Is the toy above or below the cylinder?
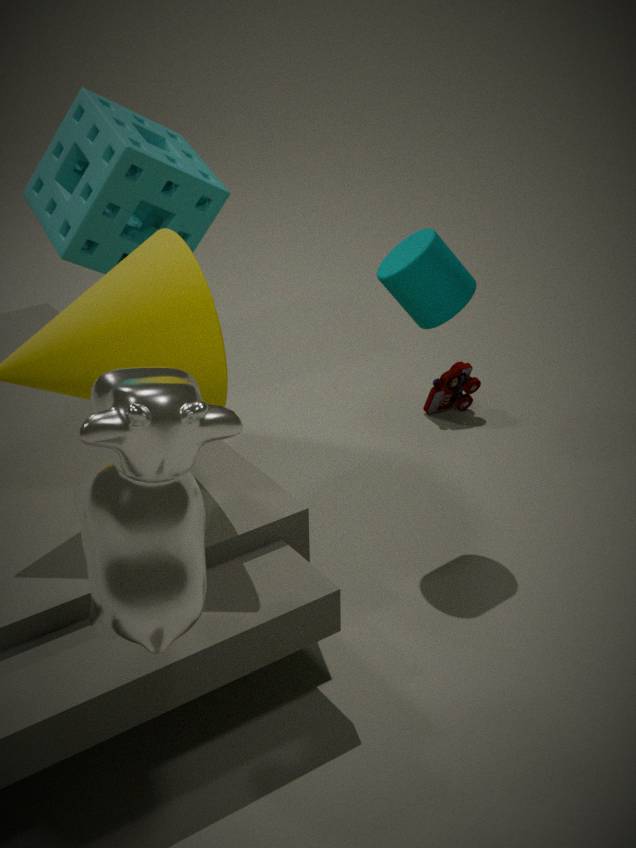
below
